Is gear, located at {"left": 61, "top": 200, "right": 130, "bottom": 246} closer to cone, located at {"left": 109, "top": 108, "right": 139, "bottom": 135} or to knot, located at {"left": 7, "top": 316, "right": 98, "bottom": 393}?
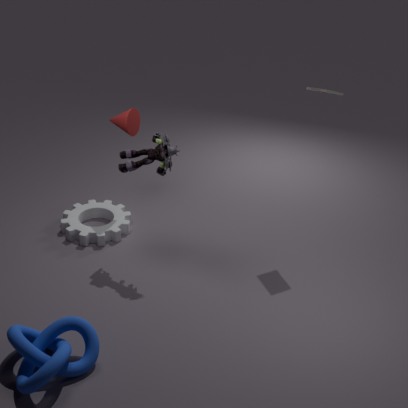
cone, located at {"left": 109, "top": 108, "right": 139, "bottom": 135}
